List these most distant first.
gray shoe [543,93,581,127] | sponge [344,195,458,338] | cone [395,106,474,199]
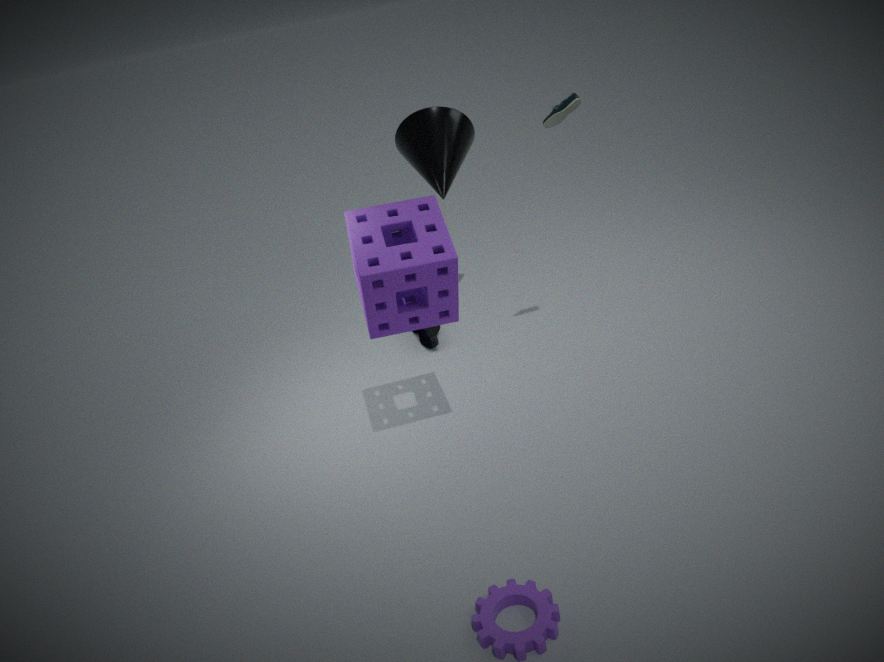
cone [395,106,474,199]
gray shoe [543,93,581,127]
sponge [344,195,458,338]
